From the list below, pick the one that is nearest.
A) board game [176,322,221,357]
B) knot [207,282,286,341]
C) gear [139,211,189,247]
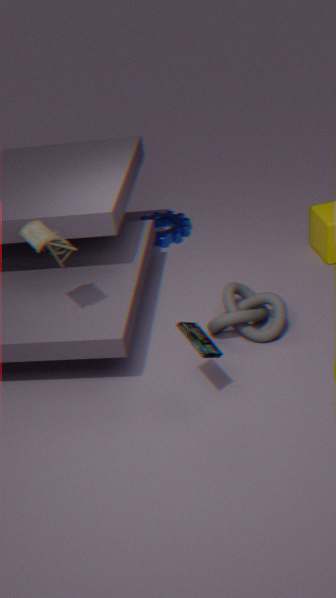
board game [176,322,221,357]
